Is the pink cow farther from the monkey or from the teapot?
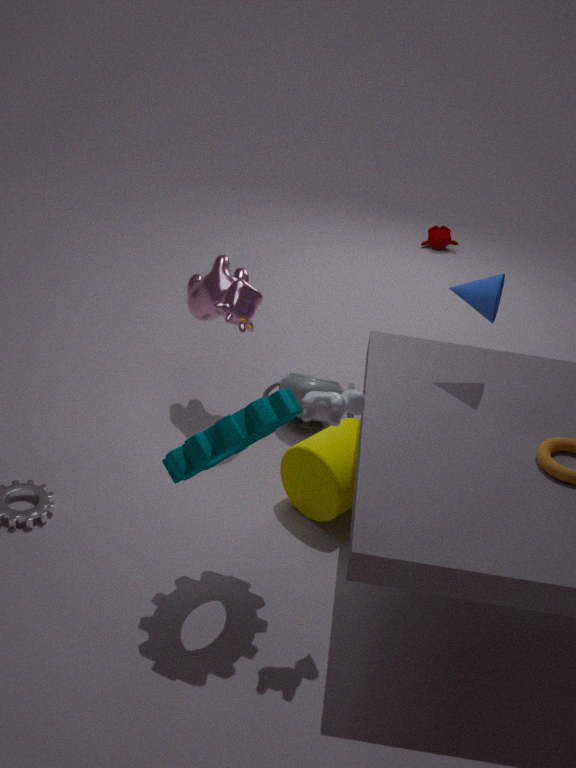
the monkey
